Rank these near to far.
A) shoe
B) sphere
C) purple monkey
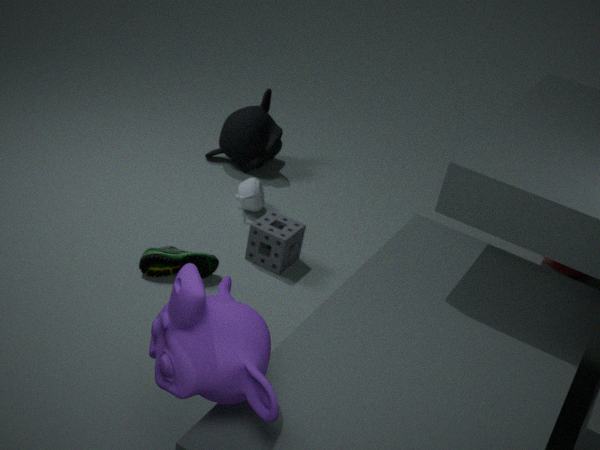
purple monkey → shoe → sphere
